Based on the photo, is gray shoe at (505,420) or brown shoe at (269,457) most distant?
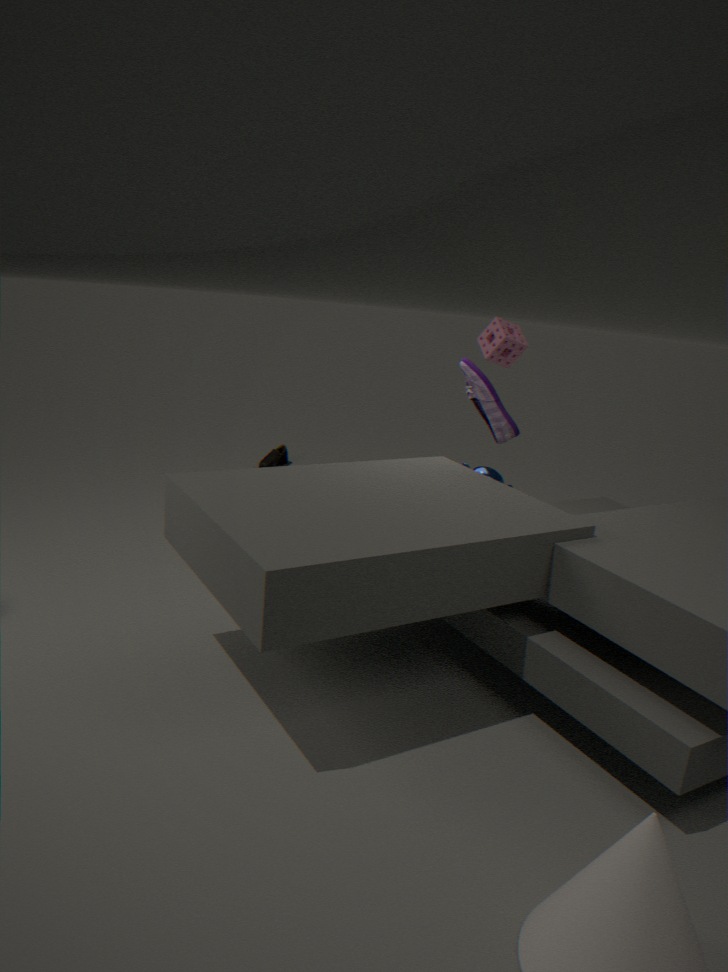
brown shoe at (269,457)
